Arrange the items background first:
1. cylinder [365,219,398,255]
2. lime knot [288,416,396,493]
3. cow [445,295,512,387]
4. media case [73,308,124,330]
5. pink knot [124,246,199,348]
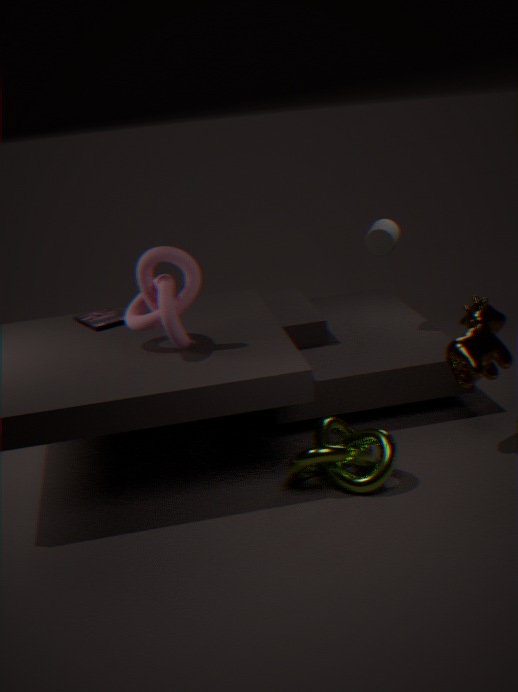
cylinder [365,219,398,255] < media case [73,308,124,330] < pink knot [124,246,199,348] < cow [445,295,512,387] < lime knot [288,416,396,493]
